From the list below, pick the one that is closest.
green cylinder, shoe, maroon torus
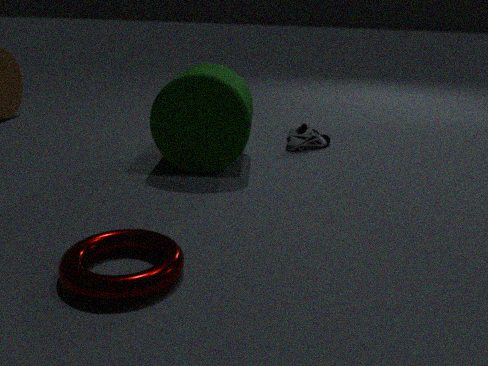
maroon torus
